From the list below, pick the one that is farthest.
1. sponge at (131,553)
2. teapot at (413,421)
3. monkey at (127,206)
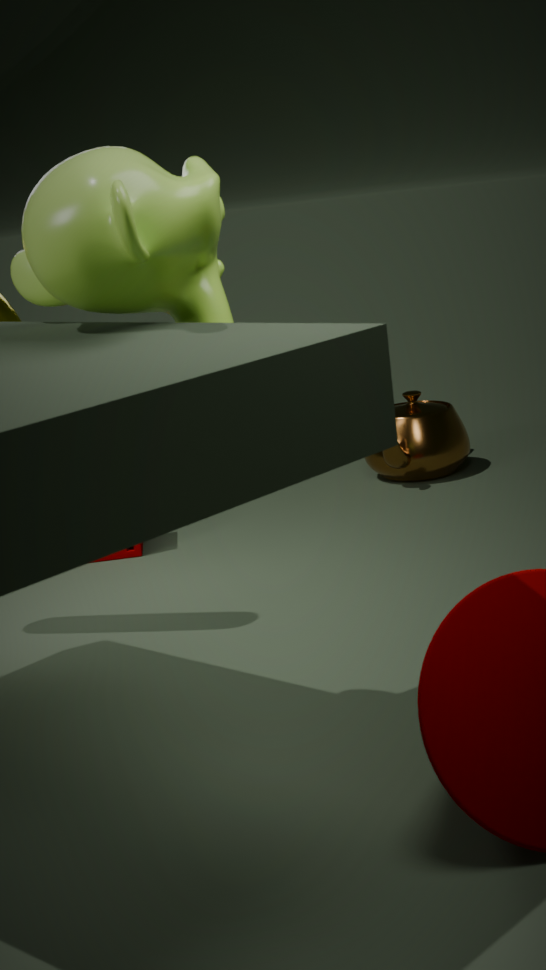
teapot at (413,421)
